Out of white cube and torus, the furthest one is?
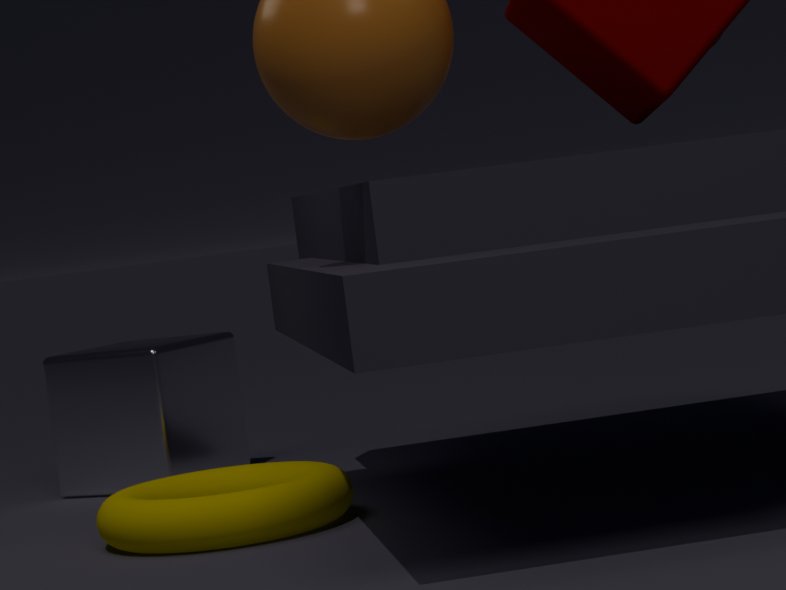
white cube
